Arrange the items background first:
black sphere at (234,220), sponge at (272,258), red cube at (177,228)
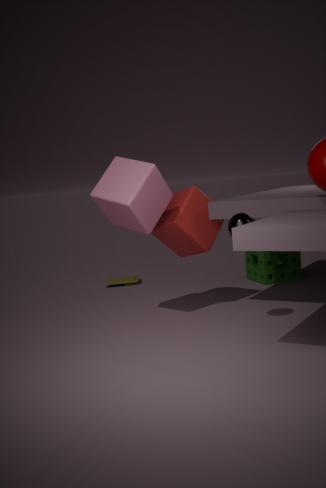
sponge at (272,258) → red cube at (177,228) → black sphere at (234,220)
